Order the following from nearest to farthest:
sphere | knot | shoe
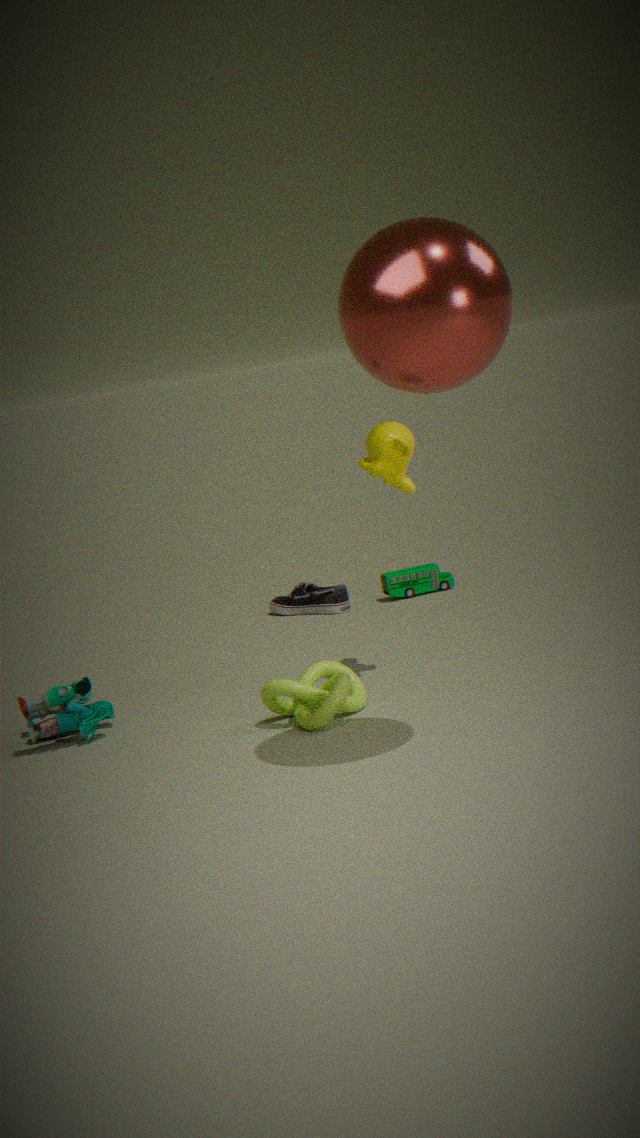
sphere → knot → shoe
